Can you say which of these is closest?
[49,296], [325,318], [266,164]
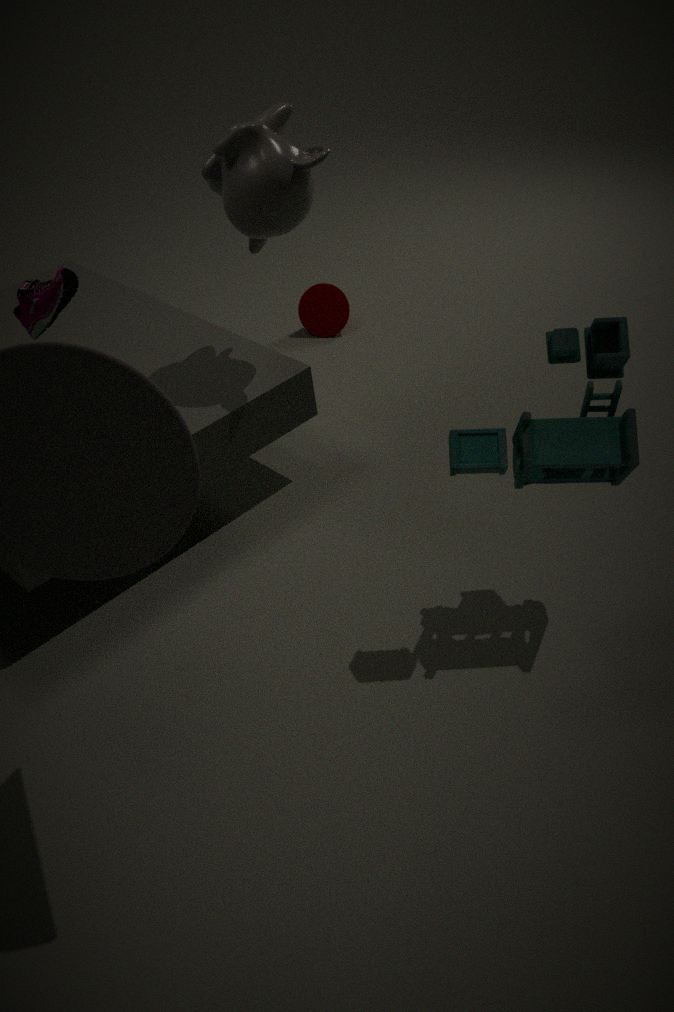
[49,296]
